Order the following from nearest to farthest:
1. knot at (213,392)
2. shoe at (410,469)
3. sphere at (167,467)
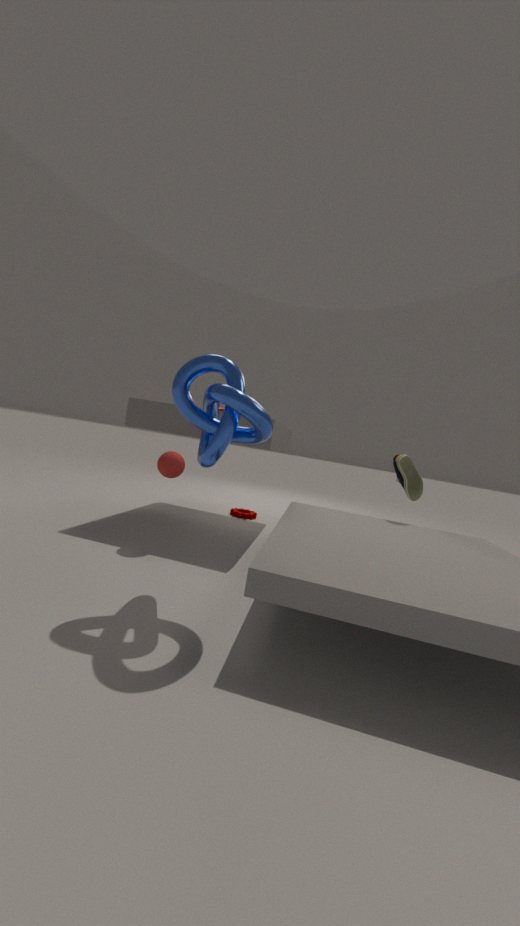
knot at (213,392), sphere at (167,467), shoe at (410,469)
